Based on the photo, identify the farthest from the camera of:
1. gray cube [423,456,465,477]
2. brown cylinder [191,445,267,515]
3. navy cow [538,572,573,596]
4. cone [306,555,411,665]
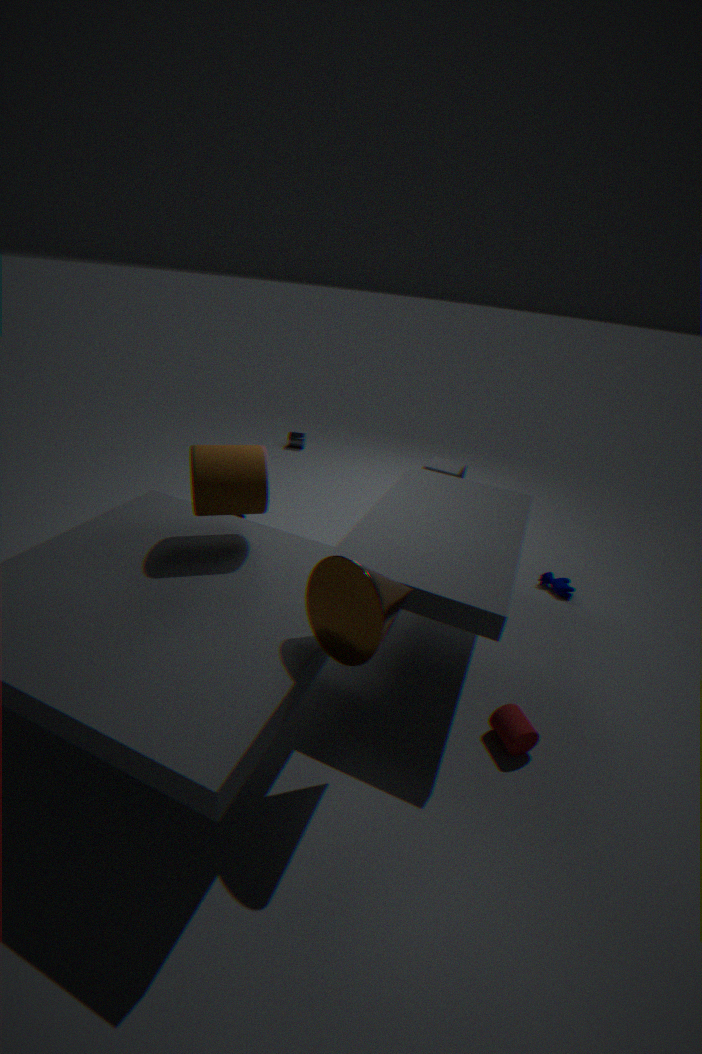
gray cube [423,456,465,477]
